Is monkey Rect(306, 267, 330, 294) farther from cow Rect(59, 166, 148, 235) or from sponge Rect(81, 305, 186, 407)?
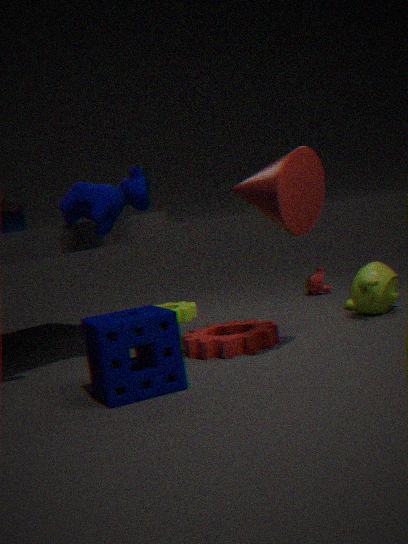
sponge Rect(81, 305, 186, 407)
